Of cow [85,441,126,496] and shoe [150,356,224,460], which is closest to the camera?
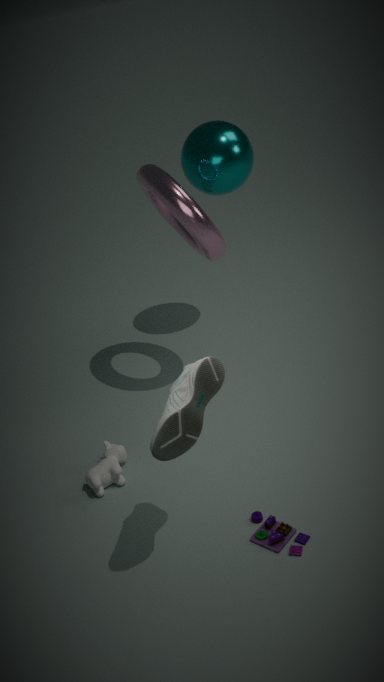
shoe [150,356,224,460]
